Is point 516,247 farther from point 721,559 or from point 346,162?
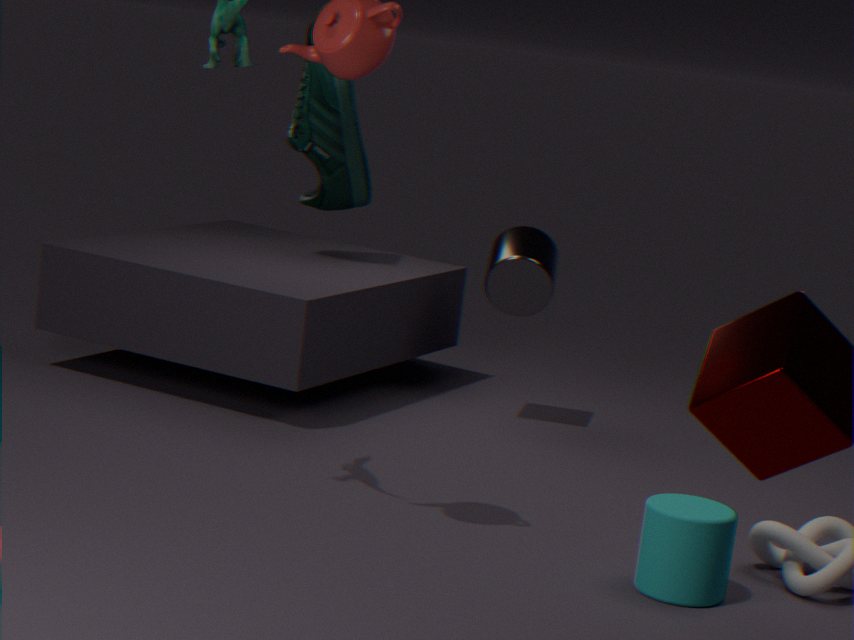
point 721,559
